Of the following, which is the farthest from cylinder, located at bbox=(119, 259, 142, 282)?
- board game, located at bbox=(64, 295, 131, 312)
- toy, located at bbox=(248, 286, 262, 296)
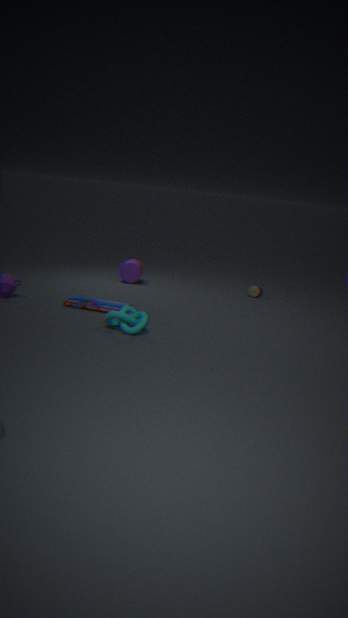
toy, located at bbox=(248, 286, 262, 296)
